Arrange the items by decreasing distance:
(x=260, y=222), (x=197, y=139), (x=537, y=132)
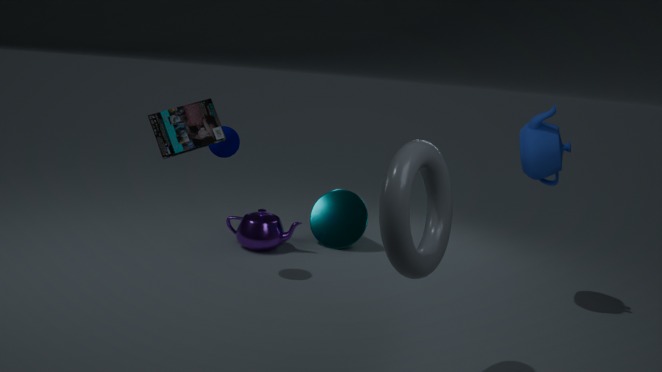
(x=260, y=222), (x=537, y=132), (x=197, y=139)
